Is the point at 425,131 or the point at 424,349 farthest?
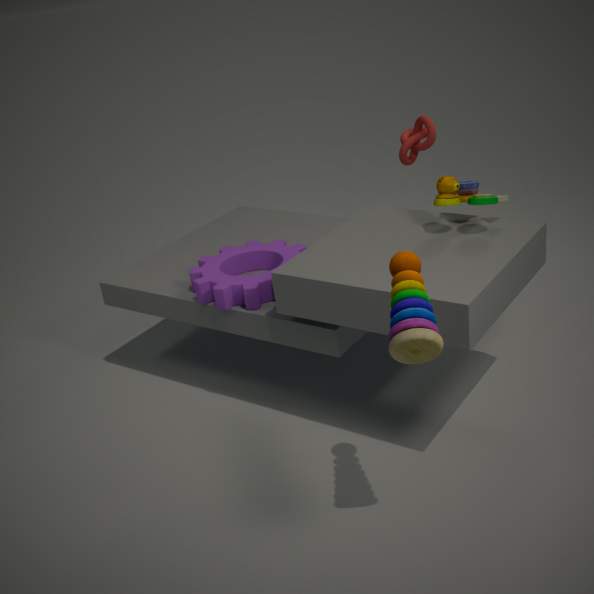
the point at 425,131
